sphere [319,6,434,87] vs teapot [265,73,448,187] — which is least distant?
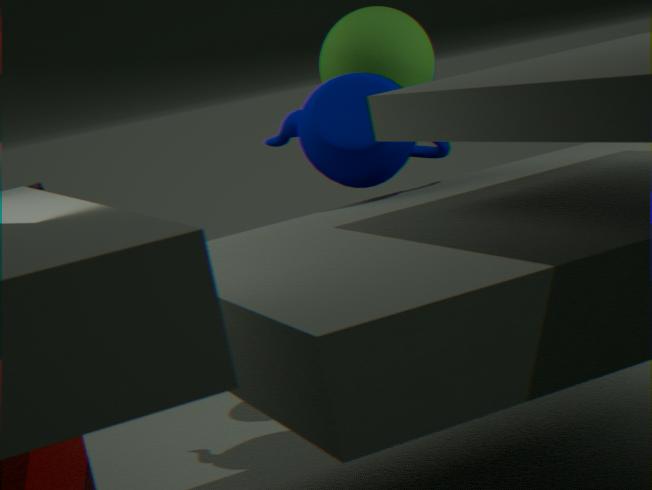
teapot [265,73,448,187]
